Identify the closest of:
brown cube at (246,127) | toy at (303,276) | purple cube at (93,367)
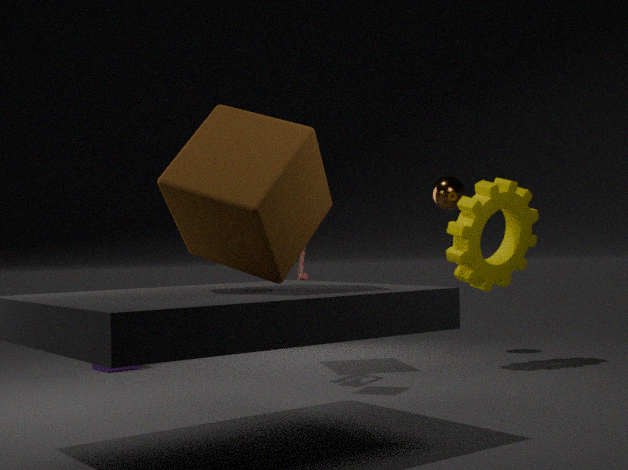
brown cube at (246,127)
